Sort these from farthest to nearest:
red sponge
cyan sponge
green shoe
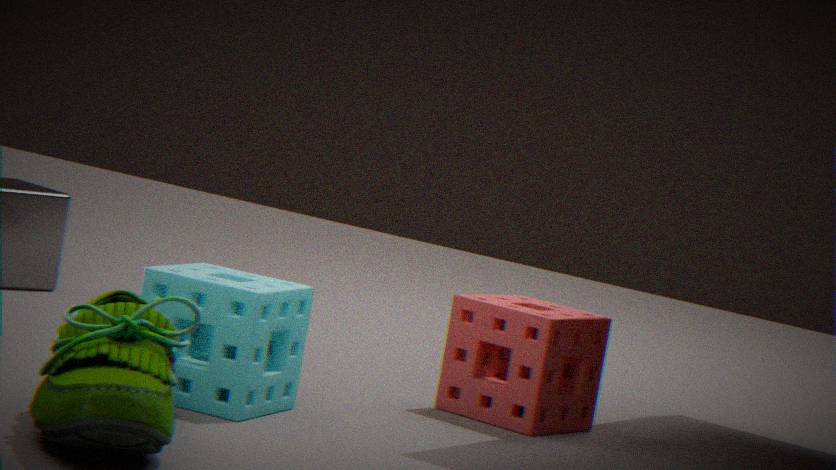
1. red sponge
2. cyan sponge
3. green shoe
